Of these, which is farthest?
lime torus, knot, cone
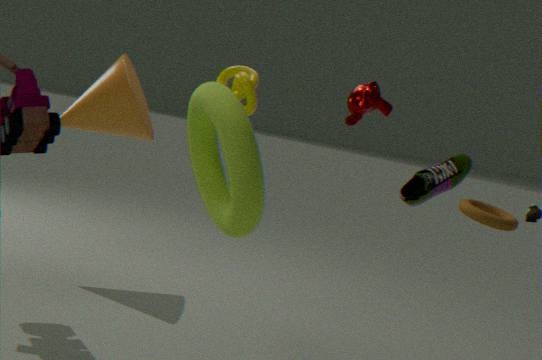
cone
